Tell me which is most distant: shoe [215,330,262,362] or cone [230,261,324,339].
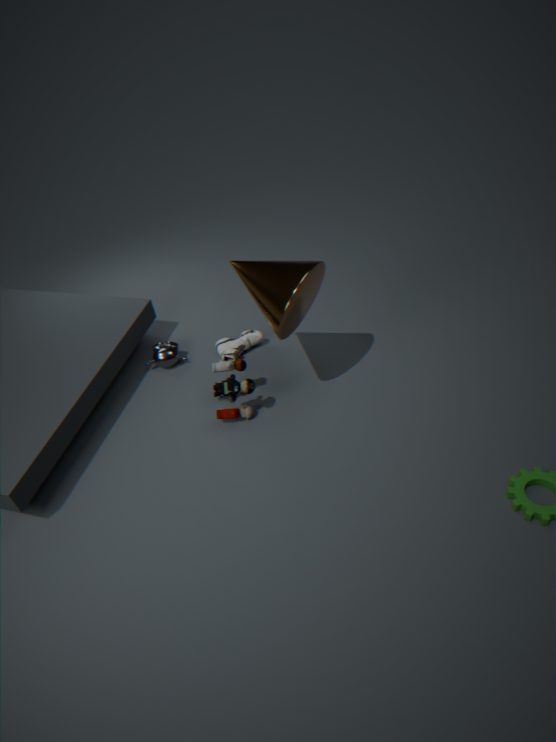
shoe [215,330,262,362]
